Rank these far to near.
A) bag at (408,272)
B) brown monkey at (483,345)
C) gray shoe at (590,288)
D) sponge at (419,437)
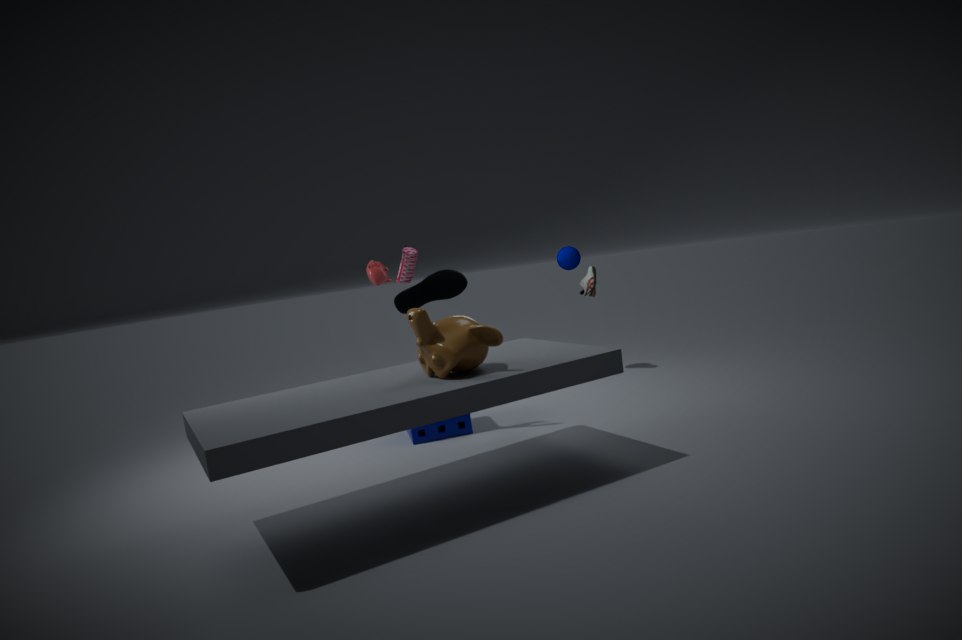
gray shoe at (590,288) → sponge at (419,437) → bag at (408,272) → brown monkey at (483,345)
